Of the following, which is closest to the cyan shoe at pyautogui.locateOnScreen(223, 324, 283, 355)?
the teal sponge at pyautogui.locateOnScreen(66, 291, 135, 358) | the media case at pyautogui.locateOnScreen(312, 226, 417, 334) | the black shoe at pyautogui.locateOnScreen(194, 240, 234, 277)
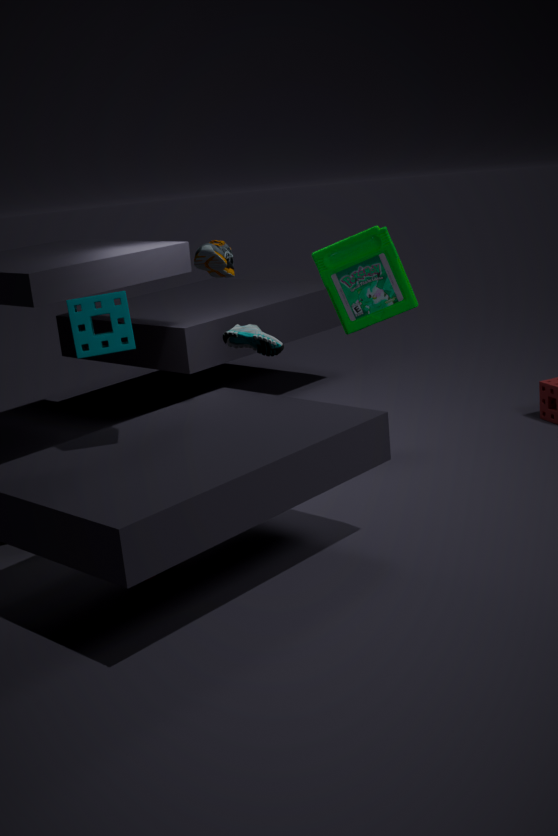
the black shoe at pyautogui.locateOnScreen(194, 240, 234, 277)
